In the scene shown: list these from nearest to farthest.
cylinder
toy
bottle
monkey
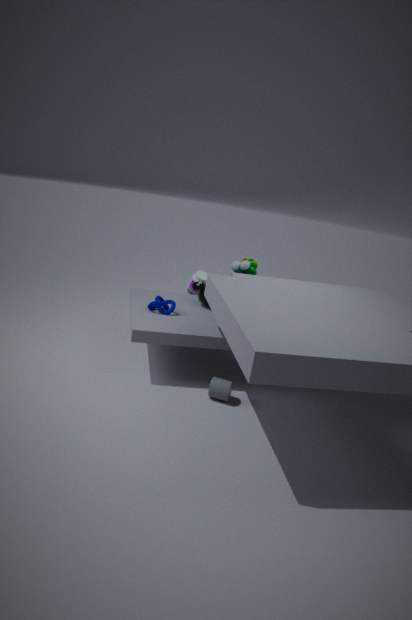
cylinder → toy → monkey → bottle
